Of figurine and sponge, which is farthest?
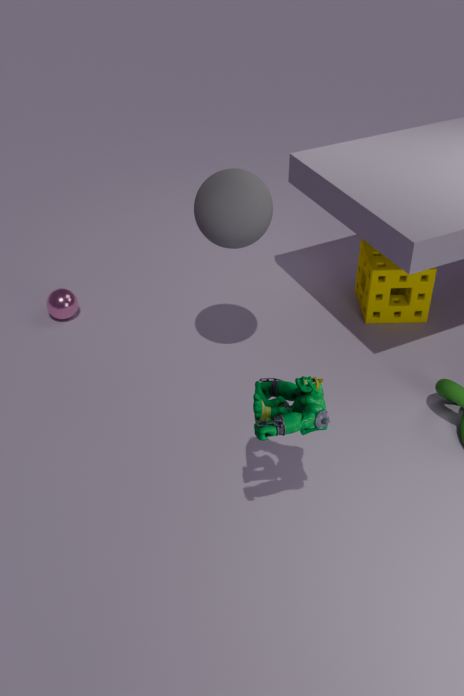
sponge
